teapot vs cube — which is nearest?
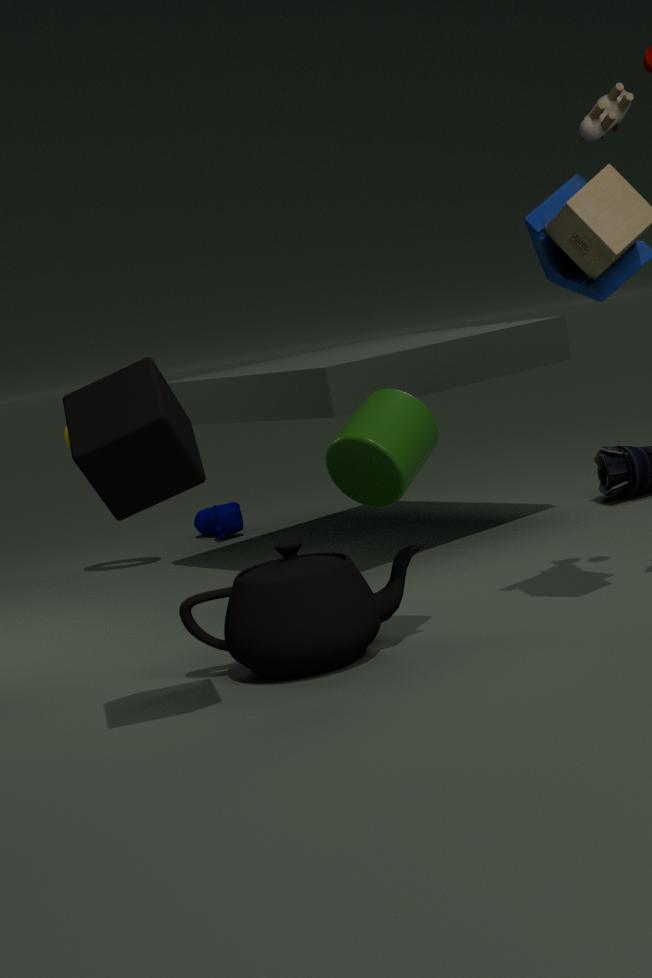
cube
